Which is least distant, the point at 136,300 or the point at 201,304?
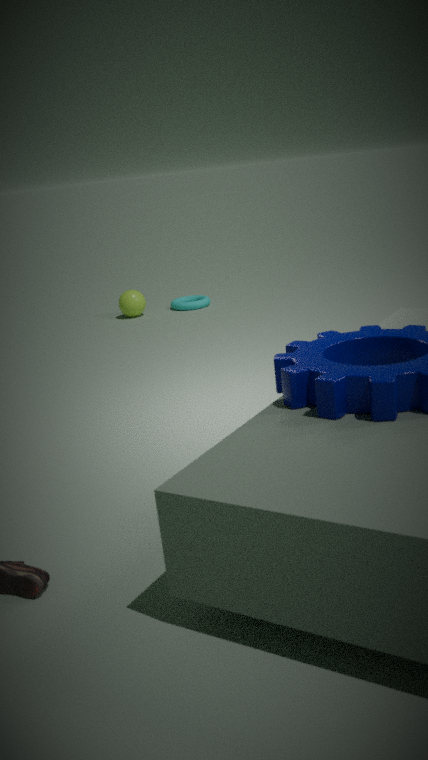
the point at 136,300
